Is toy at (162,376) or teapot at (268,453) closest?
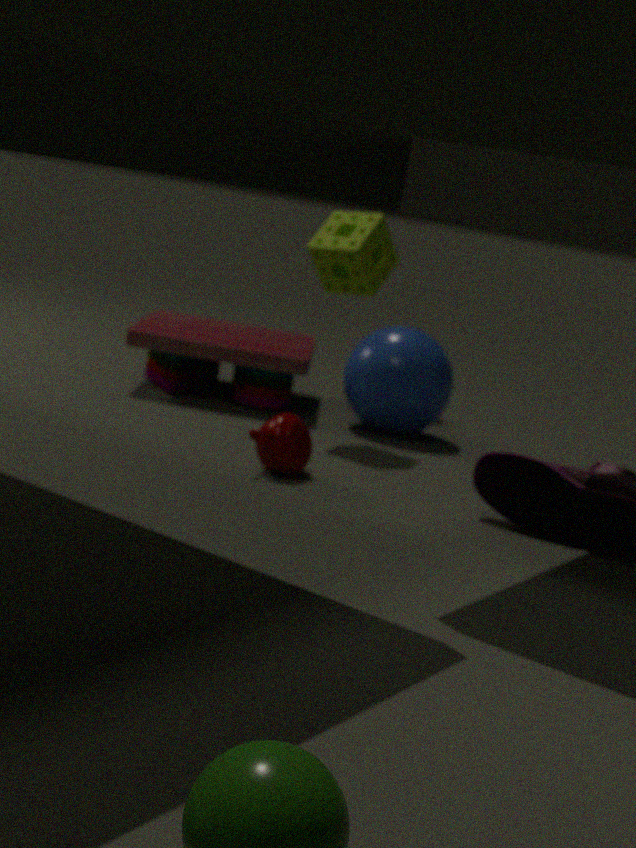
teapot at (268,453)
